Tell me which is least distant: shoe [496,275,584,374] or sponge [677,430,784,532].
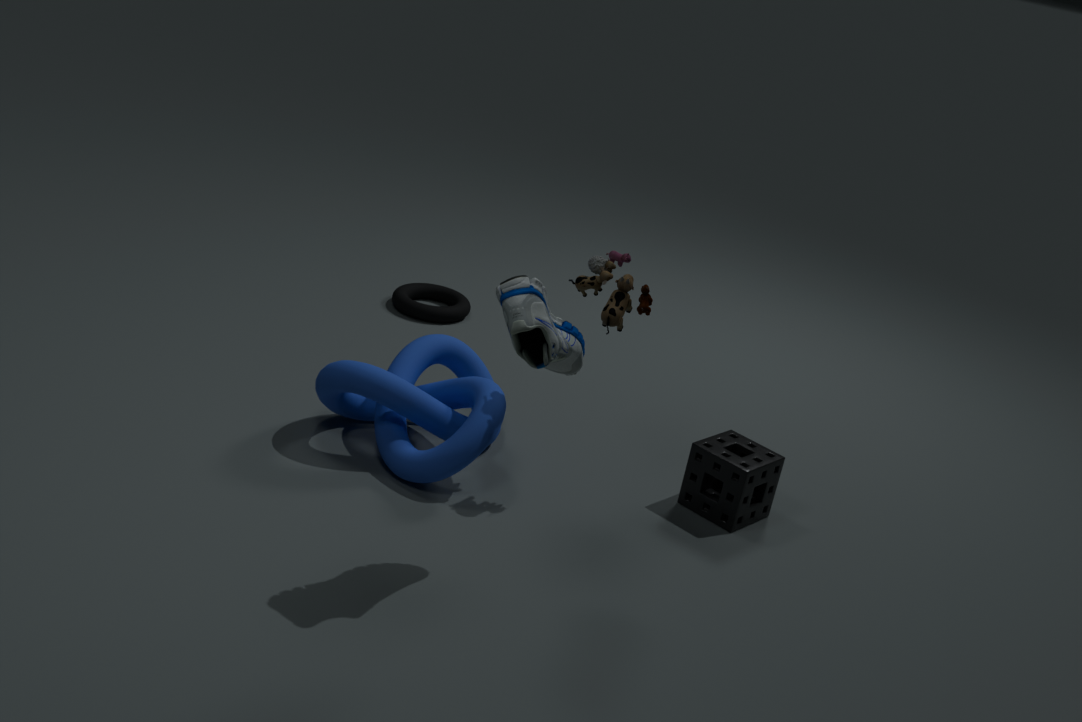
shoe [496,275,584,374]
